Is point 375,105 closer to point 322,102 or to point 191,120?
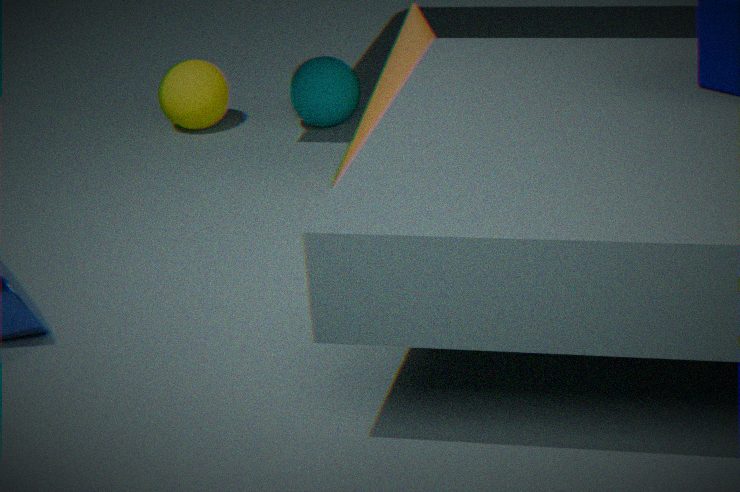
point 322,102
